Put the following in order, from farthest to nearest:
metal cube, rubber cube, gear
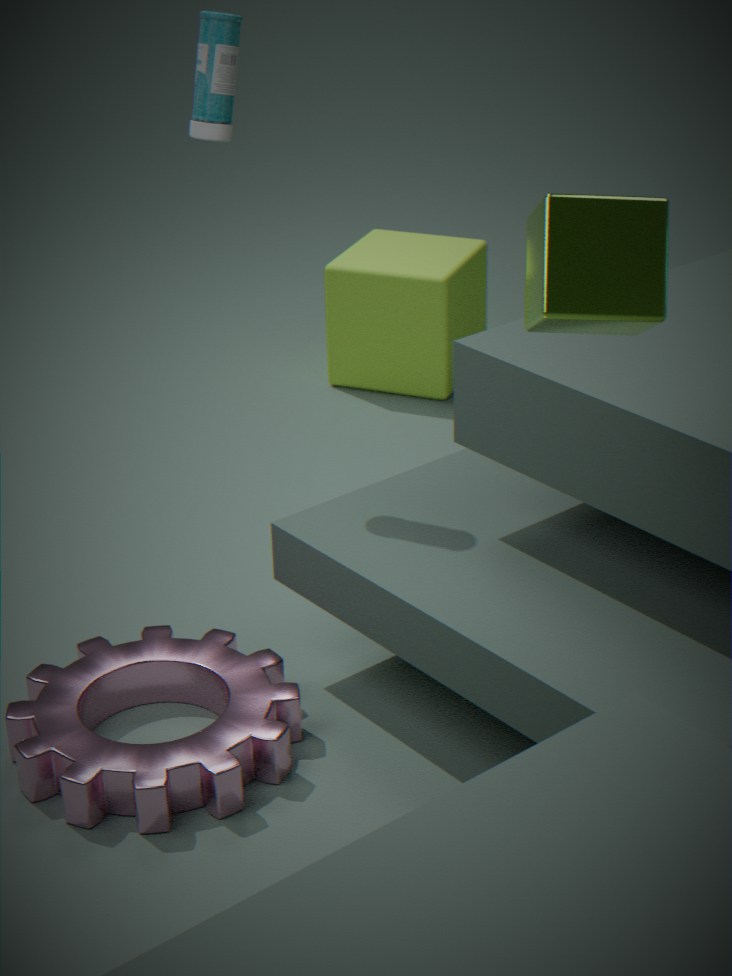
rubber cube → gear → metal cube
